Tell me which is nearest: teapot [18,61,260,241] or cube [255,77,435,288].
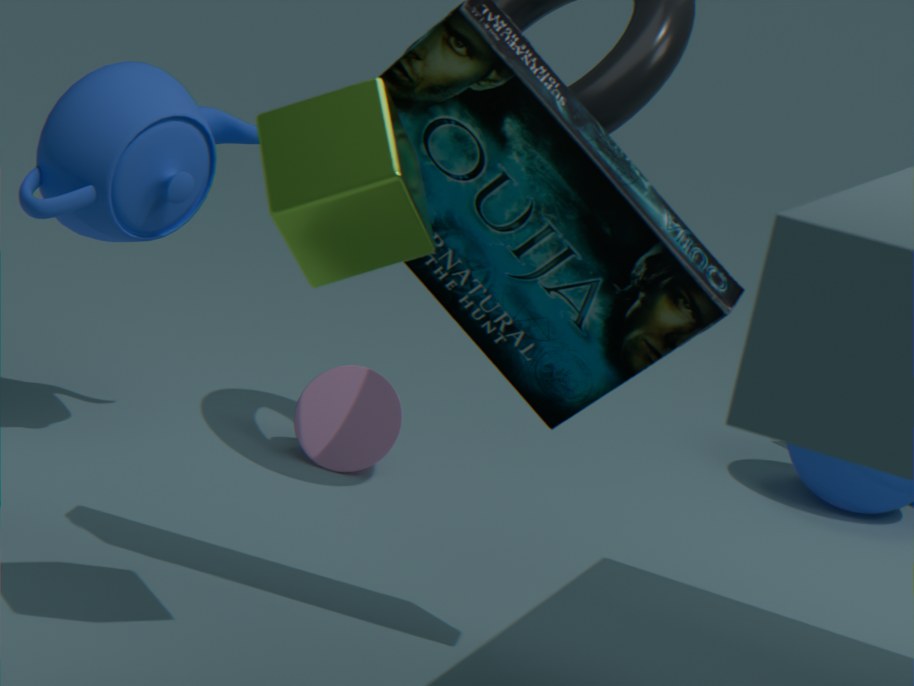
cube [255,77,435,288]
